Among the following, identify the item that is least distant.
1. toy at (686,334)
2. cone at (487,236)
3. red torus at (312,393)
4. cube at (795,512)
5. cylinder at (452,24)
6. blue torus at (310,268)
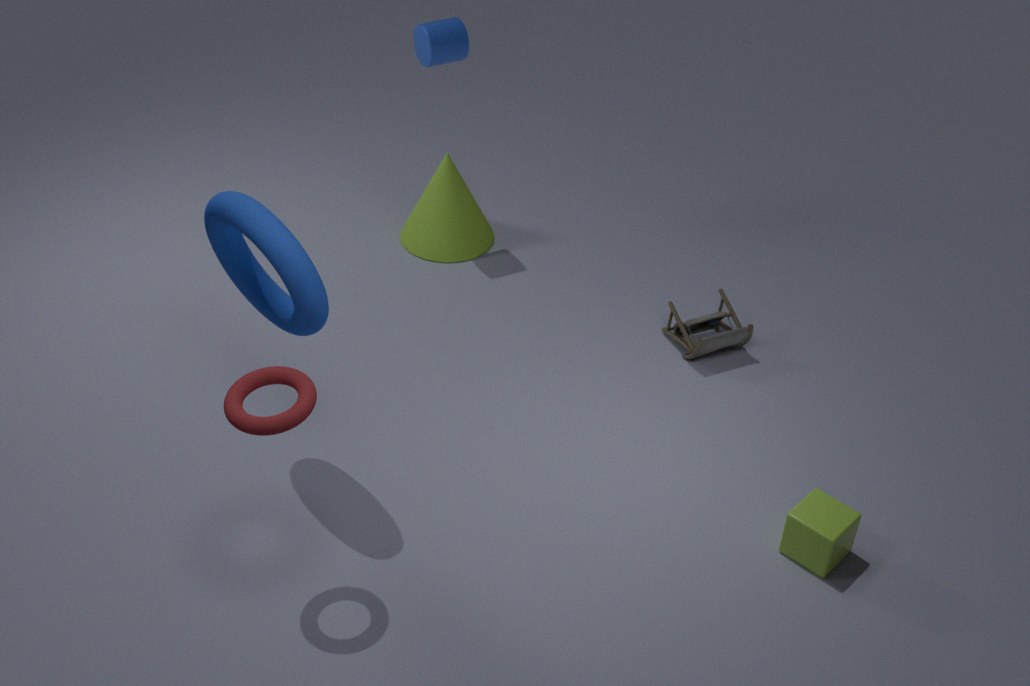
red torus at (312,393)
